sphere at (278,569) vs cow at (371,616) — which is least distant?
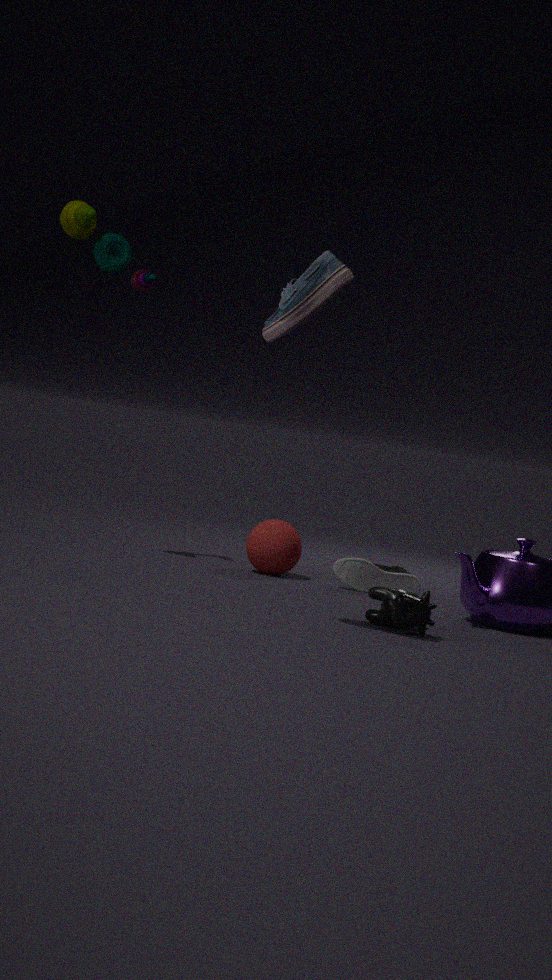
cow at (371,616)
